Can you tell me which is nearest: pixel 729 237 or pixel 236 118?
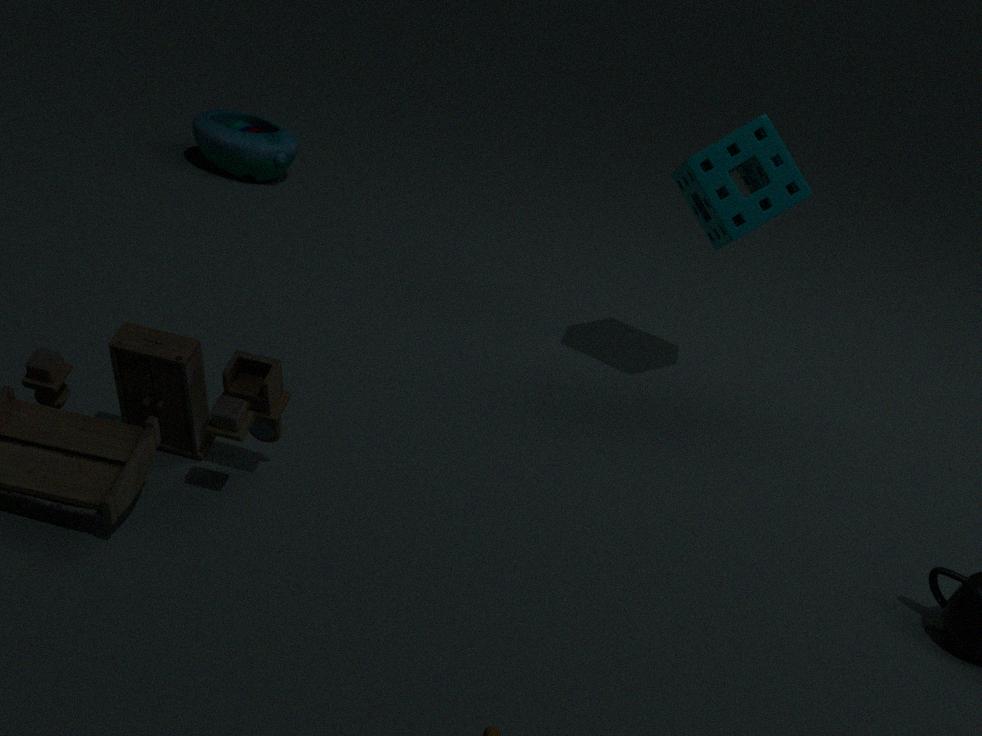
pixel 729 237
